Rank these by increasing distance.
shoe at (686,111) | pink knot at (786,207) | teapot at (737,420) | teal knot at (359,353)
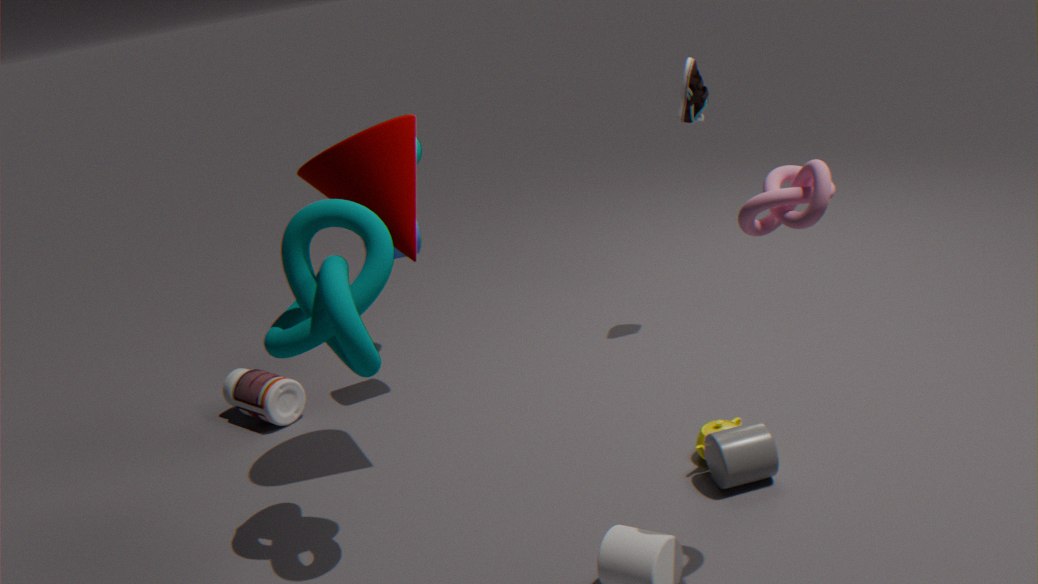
pink knot at (786,207) → teal knot at (359,353) → teapot at (737,420) → shoe at (686,111)
